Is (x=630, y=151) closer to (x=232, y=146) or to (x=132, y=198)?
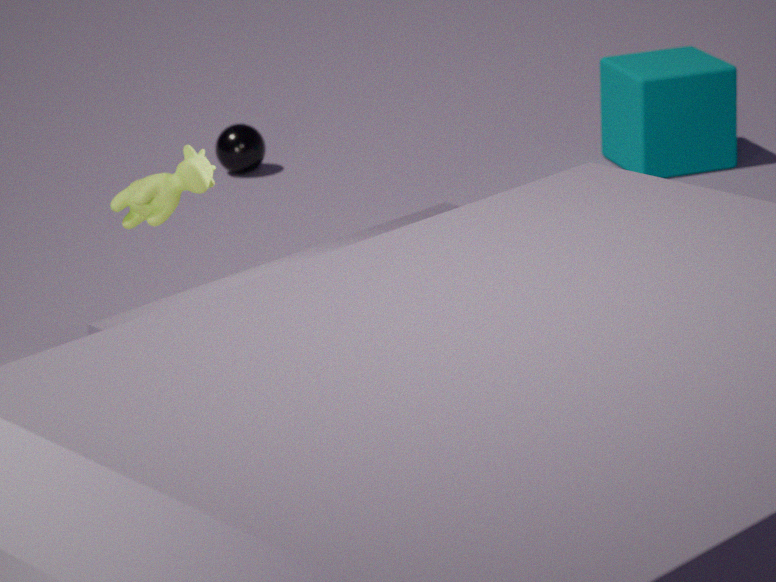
(x=232, y=146)
